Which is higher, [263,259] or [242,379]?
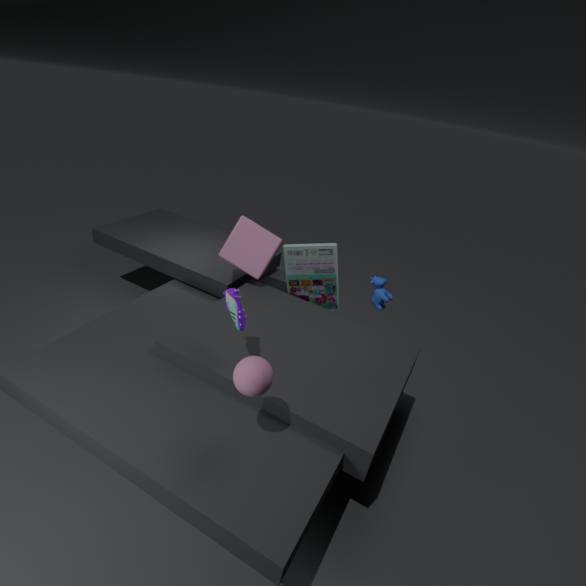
[242,379]
